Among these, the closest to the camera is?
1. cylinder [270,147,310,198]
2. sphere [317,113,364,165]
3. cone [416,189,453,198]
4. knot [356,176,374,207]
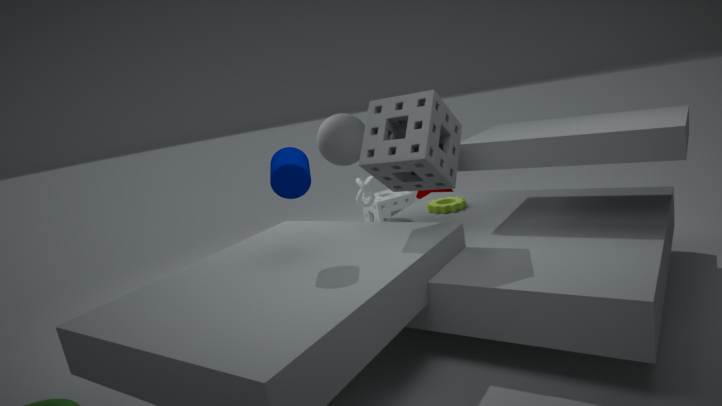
cylinder [270,147,310,198]
